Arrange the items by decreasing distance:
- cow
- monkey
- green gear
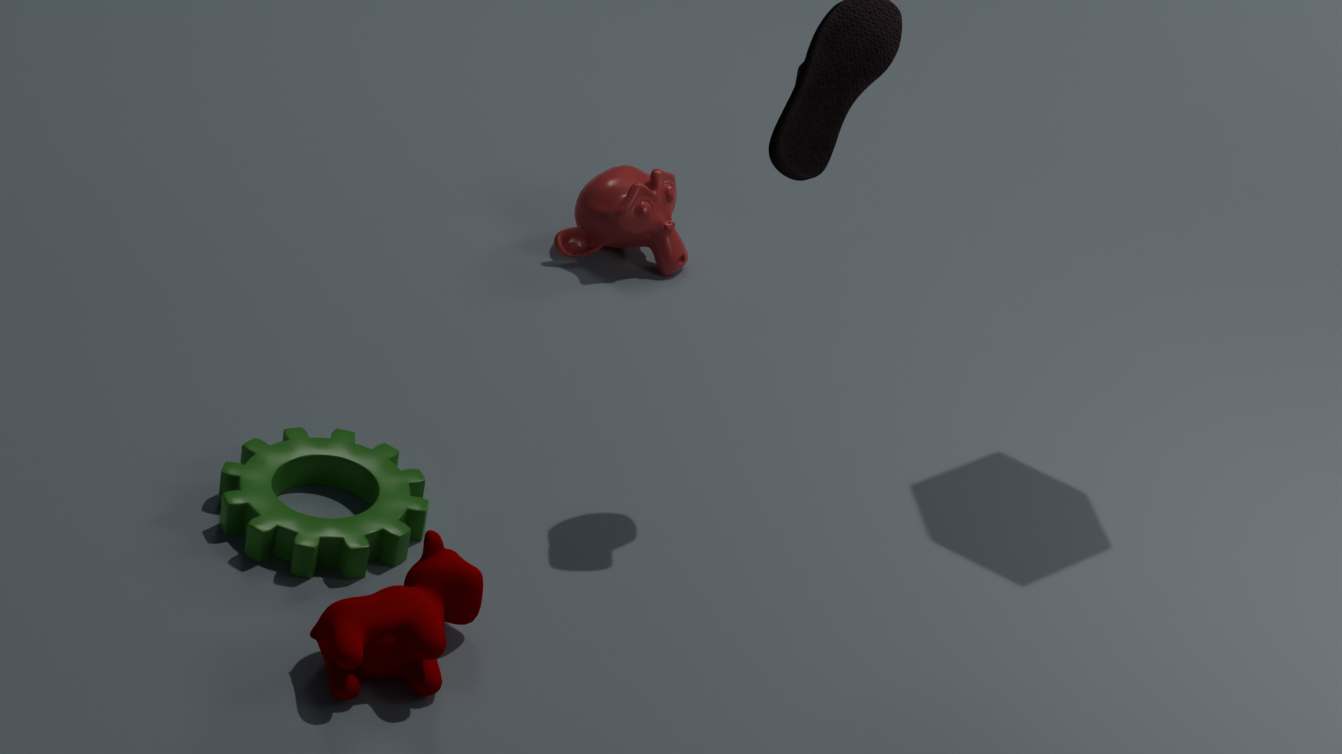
monkey, green gear, cow
